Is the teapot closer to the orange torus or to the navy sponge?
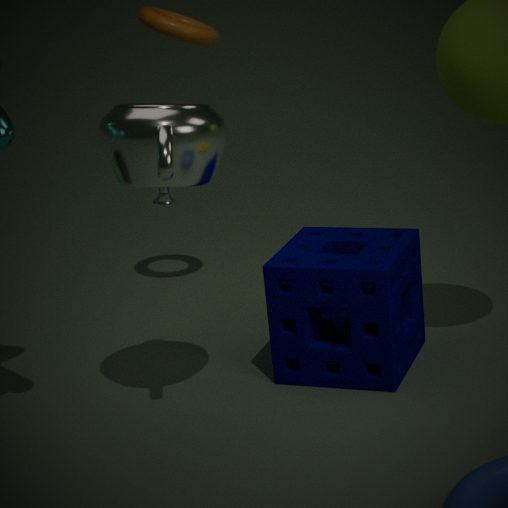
the navy sponge
